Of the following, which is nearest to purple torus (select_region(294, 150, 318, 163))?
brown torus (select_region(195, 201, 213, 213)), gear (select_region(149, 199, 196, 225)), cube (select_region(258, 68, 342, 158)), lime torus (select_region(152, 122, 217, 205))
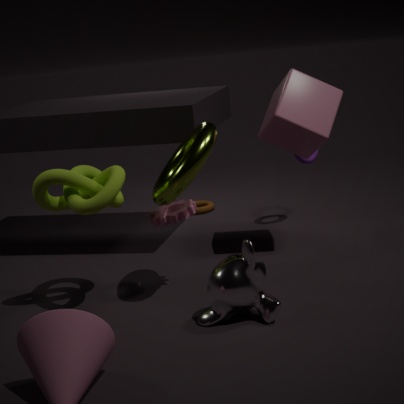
cube (select_region(258, 68, 342, 158))
